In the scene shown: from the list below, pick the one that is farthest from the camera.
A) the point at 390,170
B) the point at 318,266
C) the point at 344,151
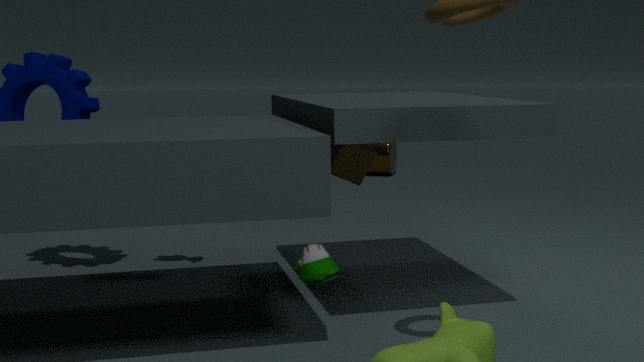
the point at 390,170
